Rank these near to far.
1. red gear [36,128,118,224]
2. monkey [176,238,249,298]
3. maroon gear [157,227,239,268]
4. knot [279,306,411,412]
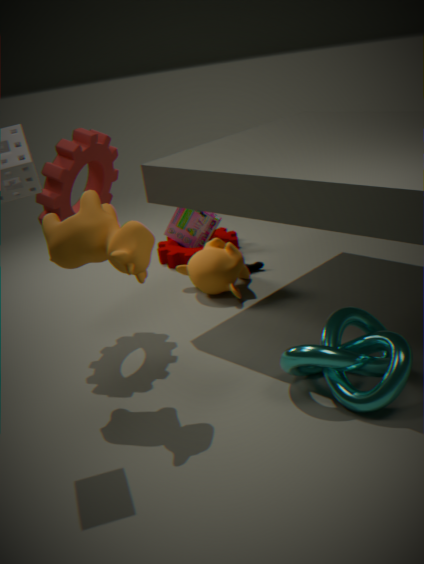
knot [279,306,411,412], red gear [36,128,118,224], monkey [176,238,249,298], maroon gear [157,227,239,268]
